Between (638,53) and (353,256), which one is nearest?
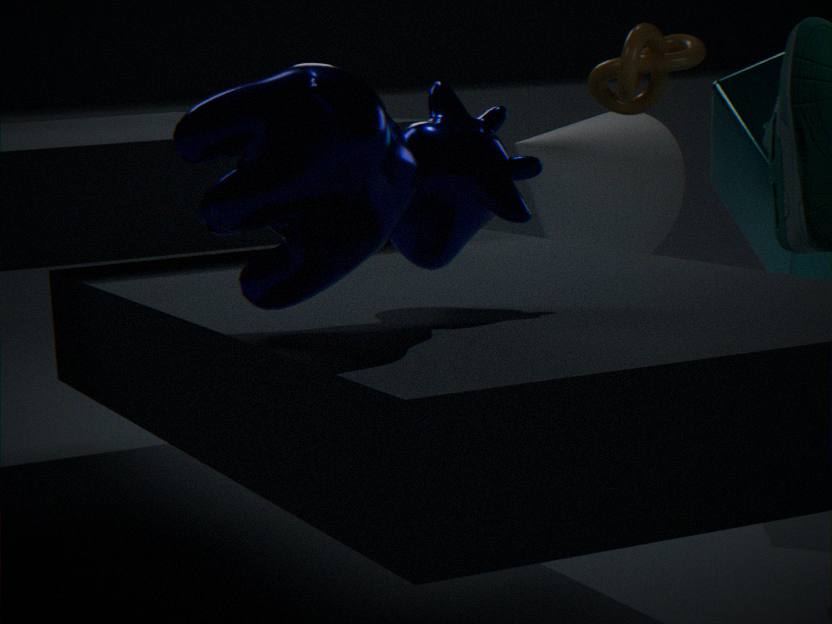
(353,256)
